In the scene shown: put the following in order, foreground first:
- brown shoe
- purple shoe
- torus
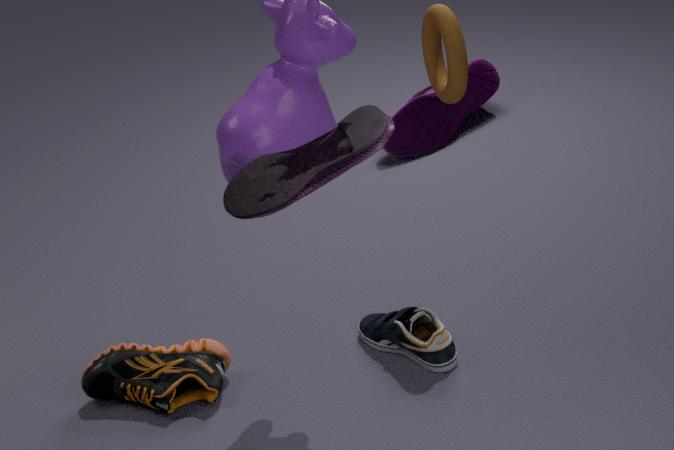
torus, brown shoe, purple shoe
